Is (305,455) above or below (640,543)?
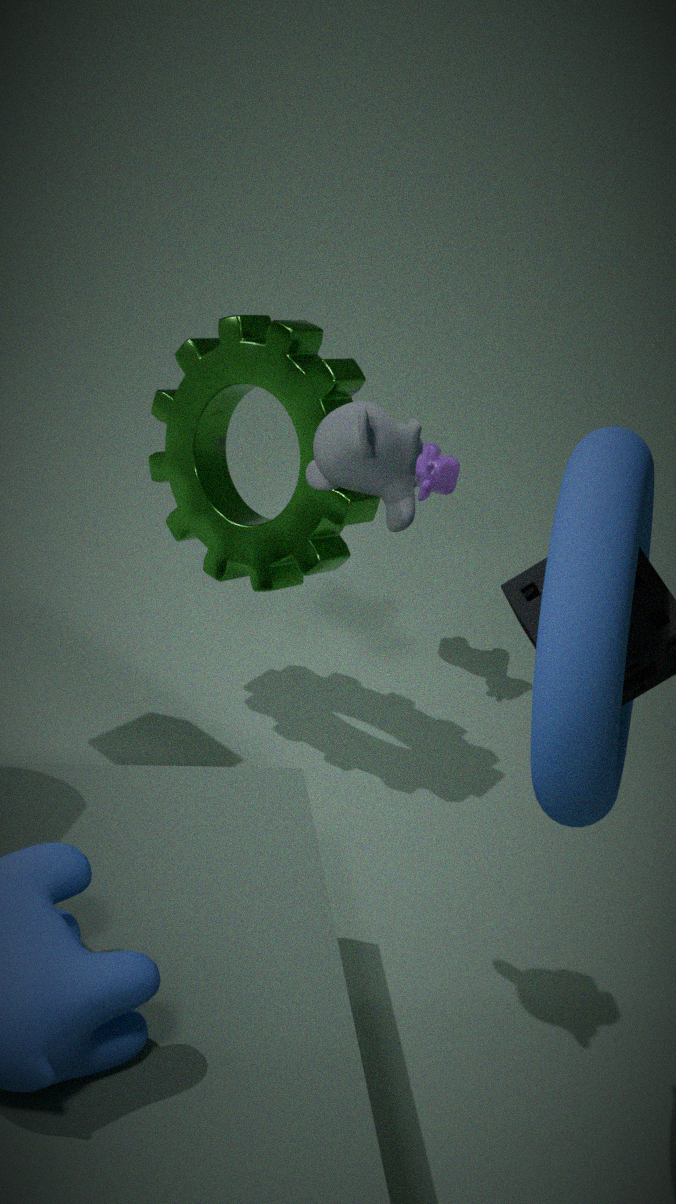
below
